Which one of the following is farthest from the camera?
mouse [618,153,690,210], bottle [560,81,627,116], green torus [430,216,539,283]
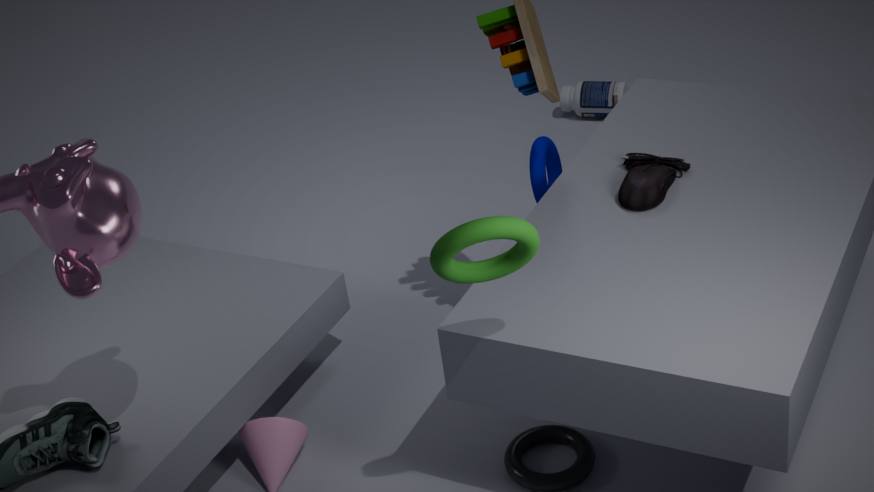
bottle [560,81,627,116]
